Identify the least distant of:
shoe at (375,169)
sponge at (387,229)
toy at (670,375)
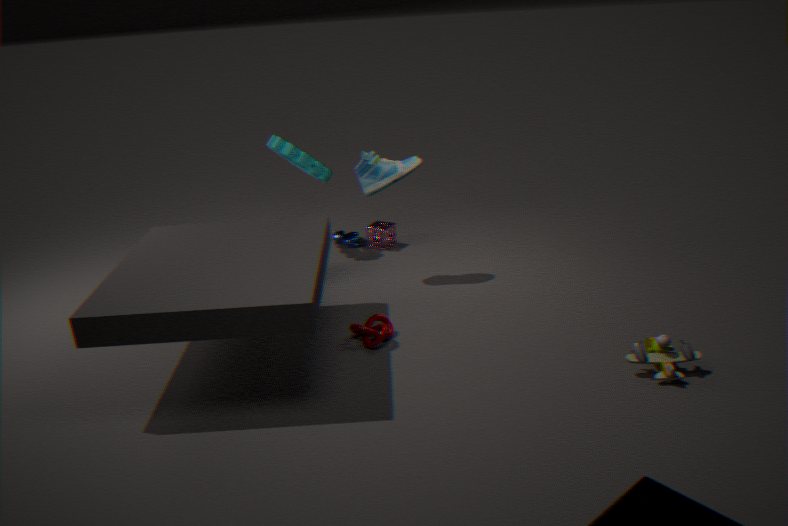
toy at (670,375)
